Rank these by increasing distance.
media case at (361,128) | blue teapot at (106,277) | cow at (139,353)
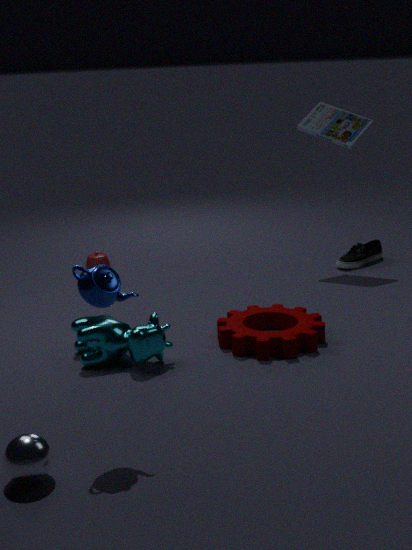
blue teapot at (106,277), cow at (139,353), media case at (361,128)
